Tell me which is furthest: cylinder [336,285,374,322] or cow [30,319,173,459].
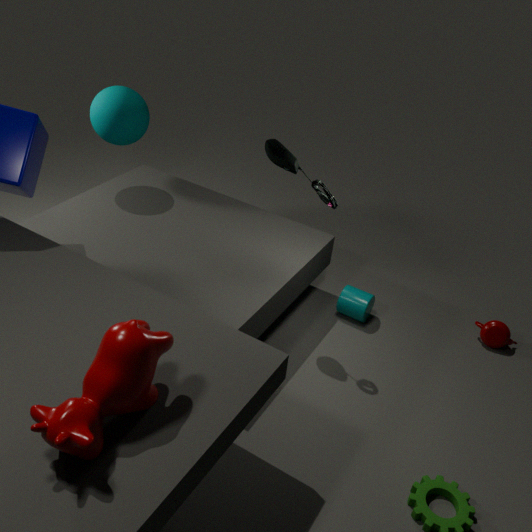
cylinder [336,285,374,322]
